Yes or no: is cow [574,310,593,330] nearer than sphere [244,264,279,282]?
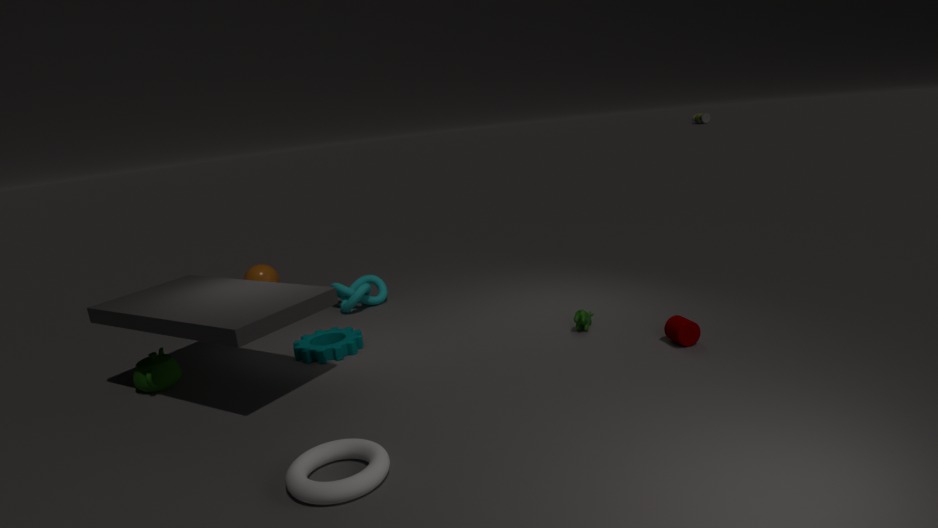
Yes
